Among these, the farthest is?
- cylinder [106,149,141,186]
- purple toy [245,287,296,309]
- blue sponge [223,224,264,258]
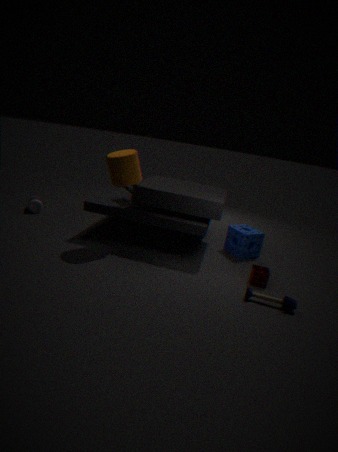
blue sponge [223,224,264,258]
